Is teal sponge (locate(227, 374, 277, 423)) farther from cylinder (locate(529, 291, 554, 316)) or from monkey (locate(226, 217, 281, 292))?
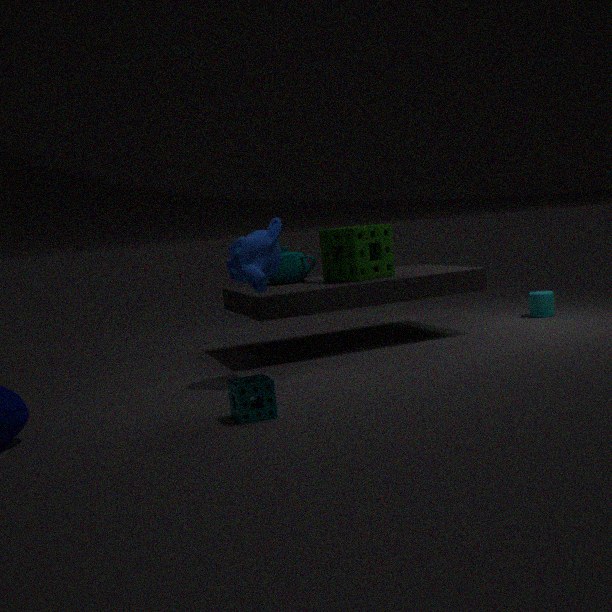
cylinder (locate(529, 291, 554, 316))
